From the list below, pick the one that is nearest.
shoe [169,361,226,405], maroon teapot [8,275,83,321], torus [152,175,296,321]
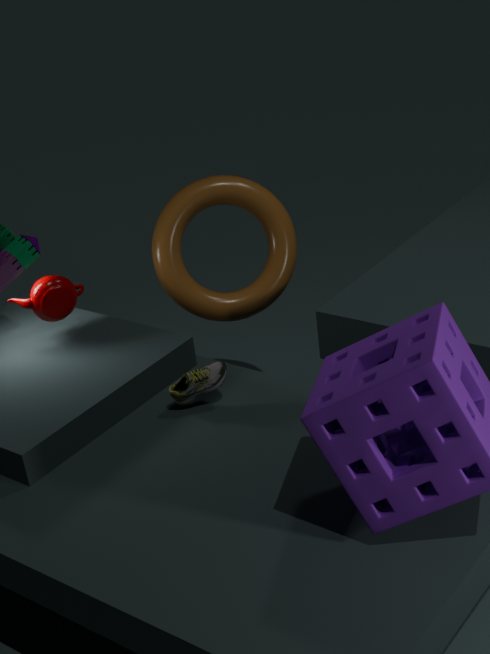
shoe [169,361,226,405]
